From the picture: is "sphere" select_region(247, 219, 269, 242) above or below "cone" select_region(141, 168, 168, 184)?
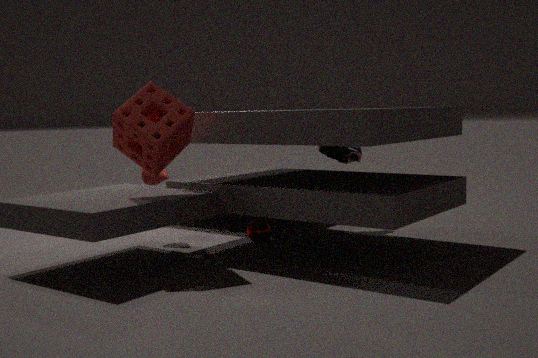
below
